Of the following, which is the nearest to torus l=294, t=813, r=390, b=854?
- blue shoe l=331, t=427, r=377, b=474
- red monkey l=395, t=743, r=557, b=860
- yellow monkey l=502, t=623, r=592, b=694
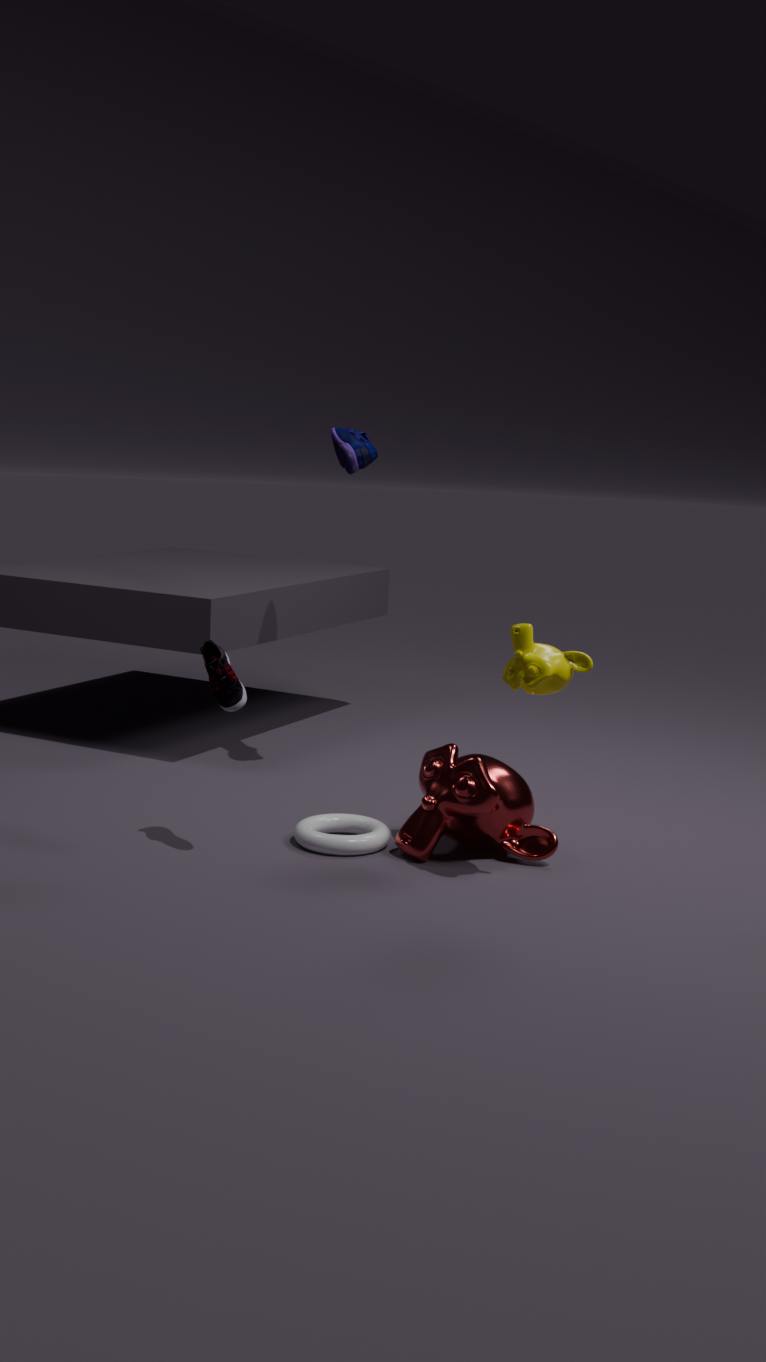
red monkey l=395, t=743, r=557, b=860
